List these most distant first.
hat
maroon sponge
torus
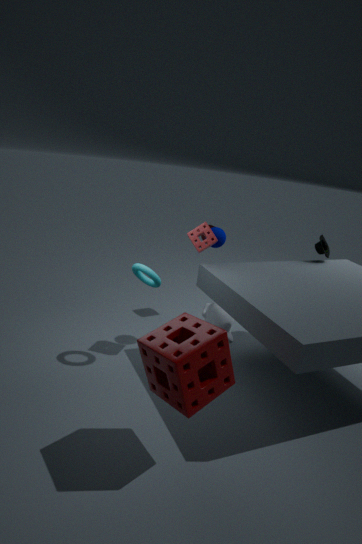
hat
torus
maroon sponge
